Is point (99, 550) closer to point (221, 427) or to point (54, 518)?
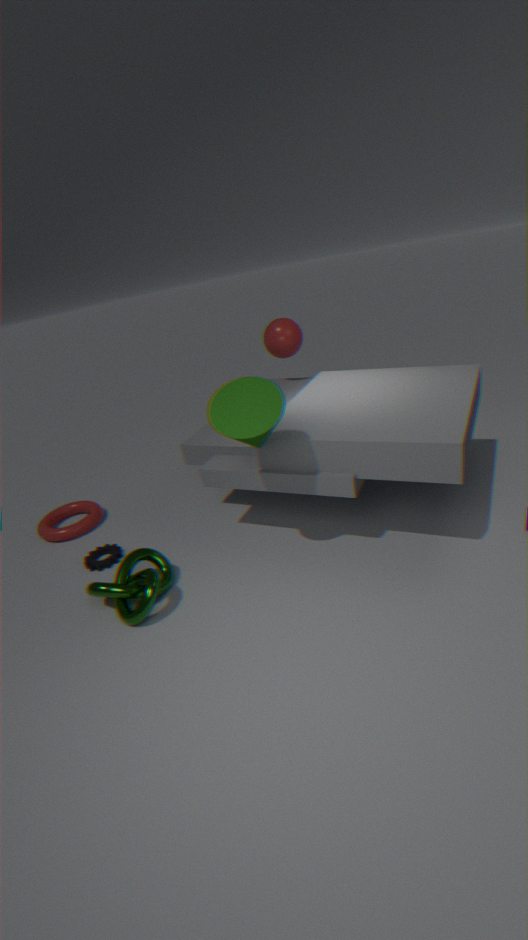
point (54, 518)
